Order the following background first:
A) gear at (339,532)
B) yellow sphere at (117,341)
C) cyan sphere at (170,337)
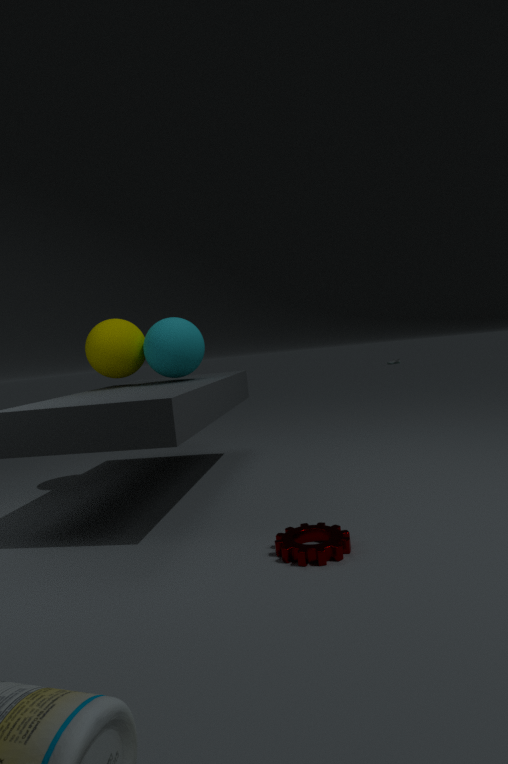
yellow sphere at (117,341), cyan sphere at (170,337), gear at (339,532)
